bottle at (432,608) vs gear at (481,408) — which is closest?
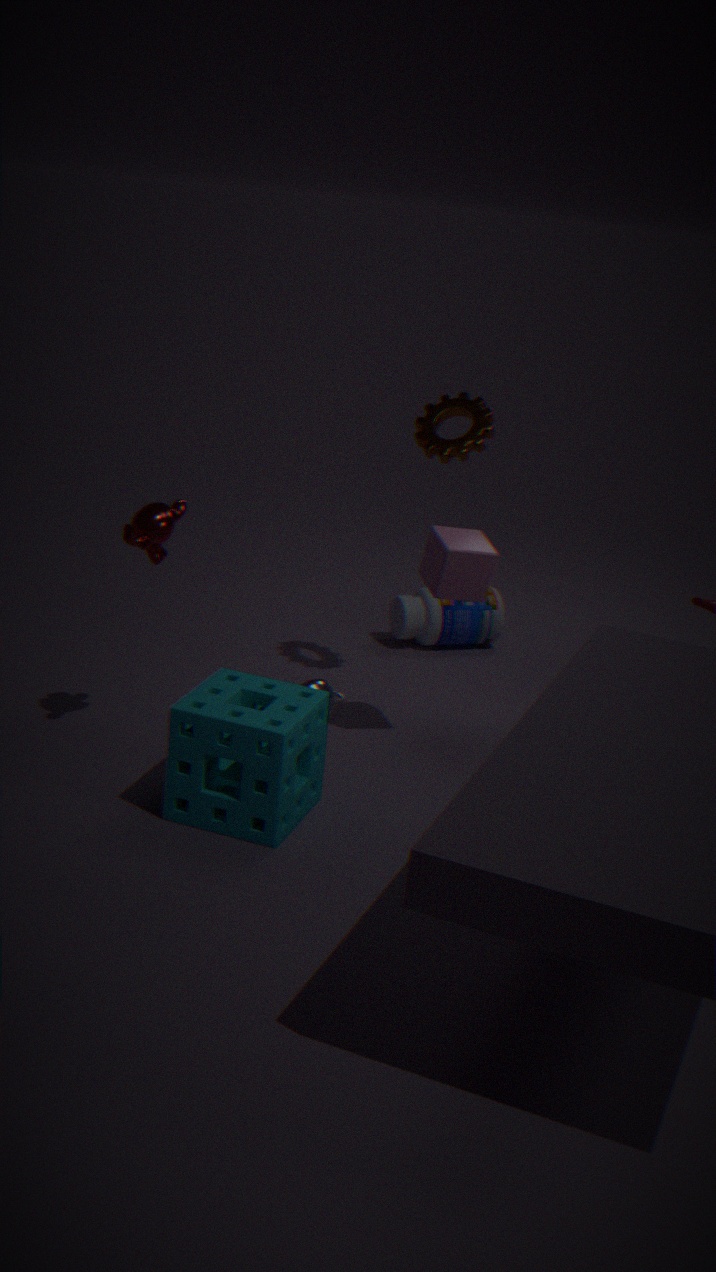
gear at (481,408)
